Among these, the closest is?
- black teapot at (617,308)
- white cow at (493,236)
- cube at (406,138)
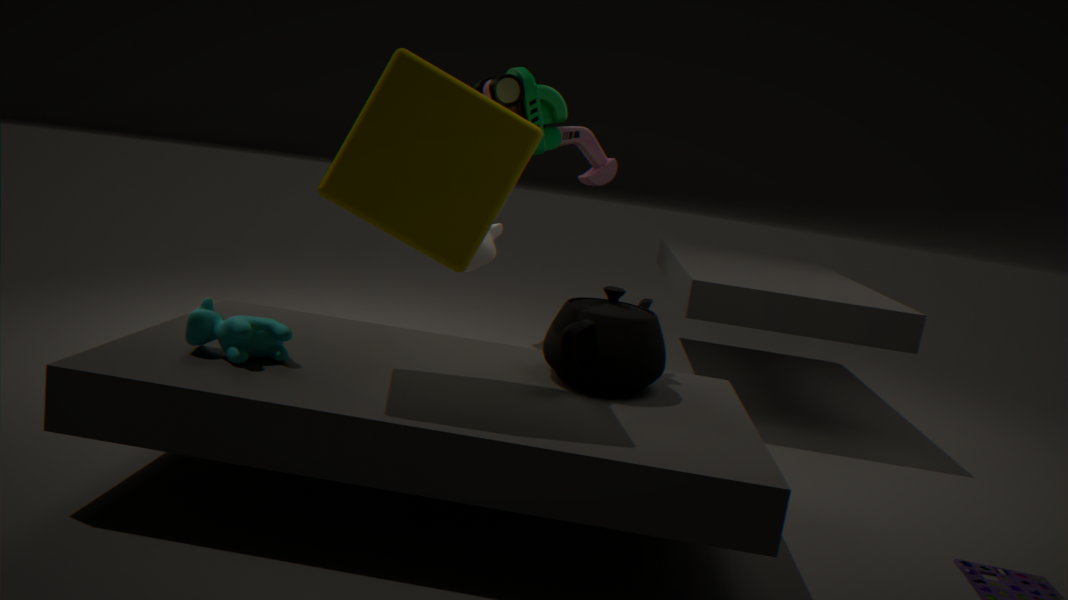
cube at (406,138)
